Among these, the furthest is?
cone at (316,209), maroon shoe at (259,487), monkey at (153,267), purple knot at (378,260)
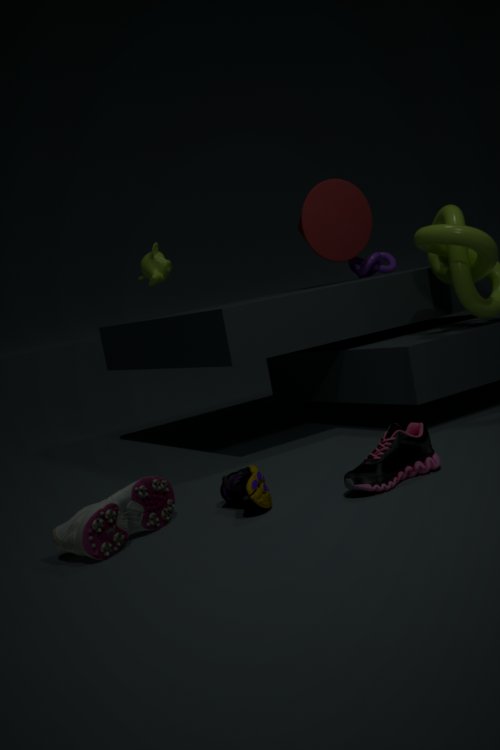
purple knot at (378,260)
